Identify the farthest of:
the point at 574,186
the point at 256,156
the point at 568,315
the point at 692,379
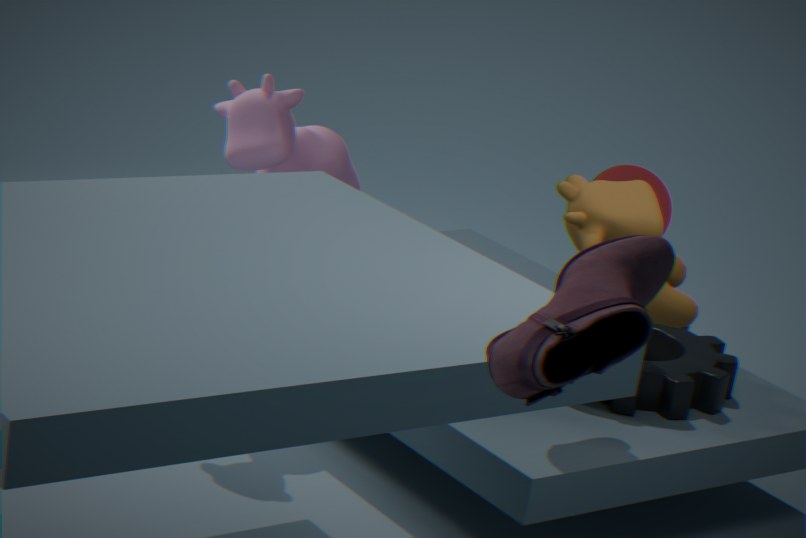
the point at 256,156
